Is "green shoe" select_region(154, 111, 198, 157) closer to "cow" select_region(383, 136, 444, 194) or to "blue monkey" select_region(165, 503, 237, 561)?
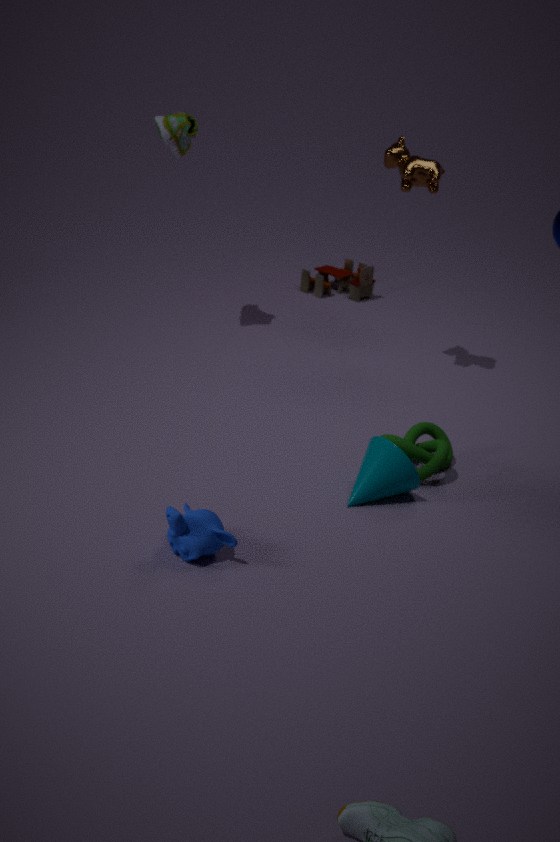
"cow" select_region(383, 136, 444, 194)
